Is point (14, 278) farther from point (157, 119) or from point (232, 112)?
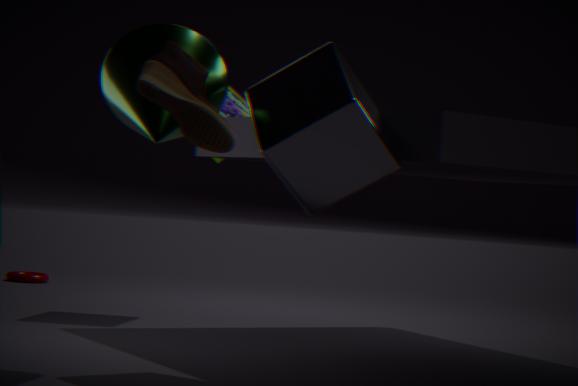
point (157, 119)
